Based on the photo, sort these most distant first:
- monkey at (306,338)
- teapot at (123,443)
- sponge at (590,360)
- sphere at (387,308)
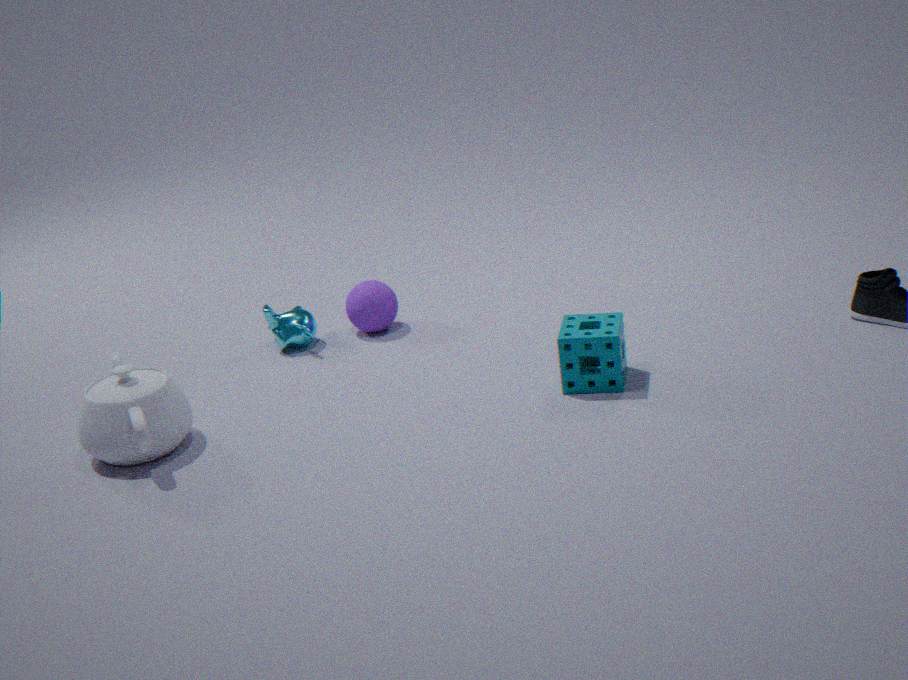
sphere at (387,308) → monkey at (306,338) → sponge at (590,360) → teapot at (123,443)
